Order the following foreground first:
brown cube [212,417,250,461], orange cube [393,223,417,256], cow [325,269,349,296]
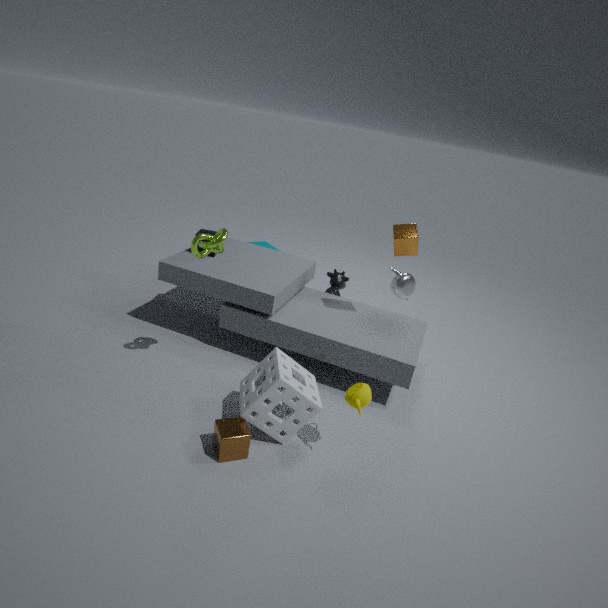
1. brown cube [212,417,250,461]
2. orange cube [393,223,417,256]
3. cow [325,269,349,296]
